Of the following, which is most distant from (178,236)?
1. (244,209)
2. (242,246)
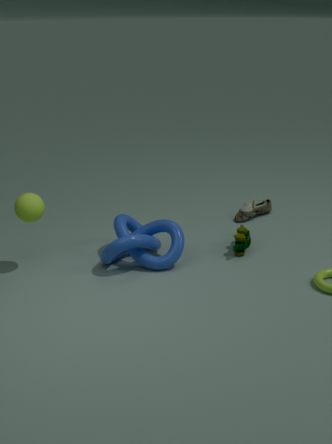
(244,209)
